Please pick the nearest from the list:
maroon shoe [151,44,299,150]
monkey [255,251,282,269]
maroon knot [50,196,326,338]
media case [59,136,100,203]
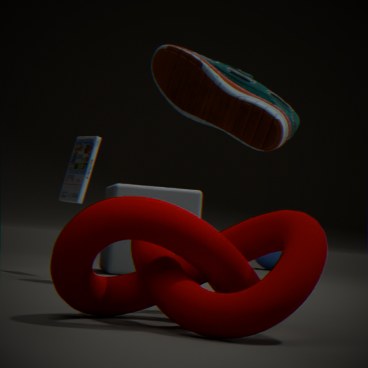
maroon knot [50,196,326,338]
